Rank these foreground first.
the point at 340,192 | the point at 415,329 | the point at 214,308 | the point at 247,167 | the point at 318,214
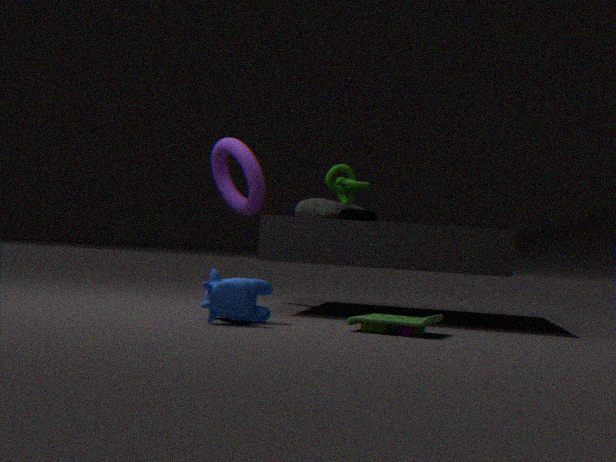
the point at 214,308 → the point at 415,329 → the point at 340,192 → the point at 318,214 → the point at 247,167
